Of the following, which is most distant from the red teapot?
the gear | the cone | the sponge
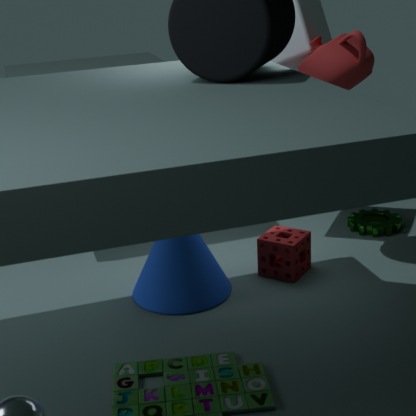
the gear
